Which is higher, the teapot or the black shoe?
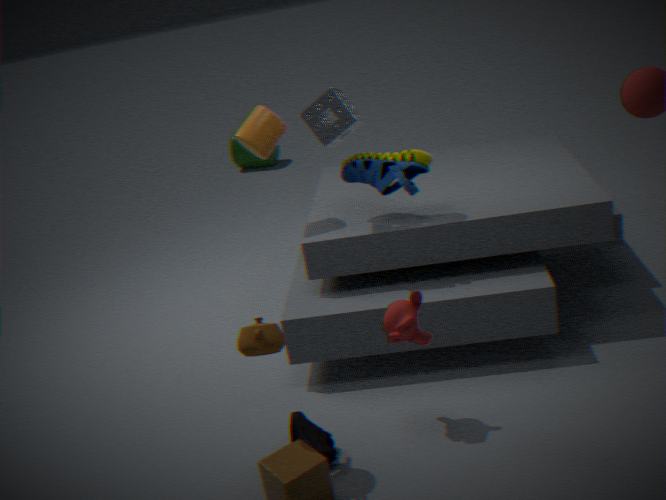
the teapot
